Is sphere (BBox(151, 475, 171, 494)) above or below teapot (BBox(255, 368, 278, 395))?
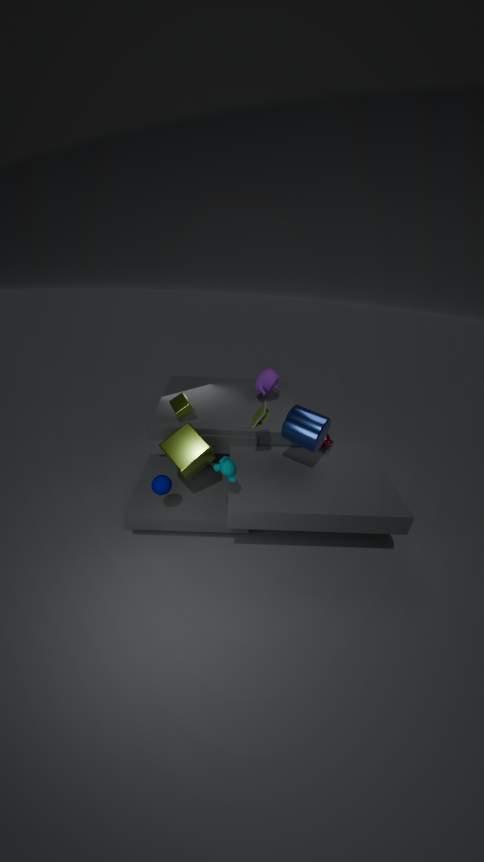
below
